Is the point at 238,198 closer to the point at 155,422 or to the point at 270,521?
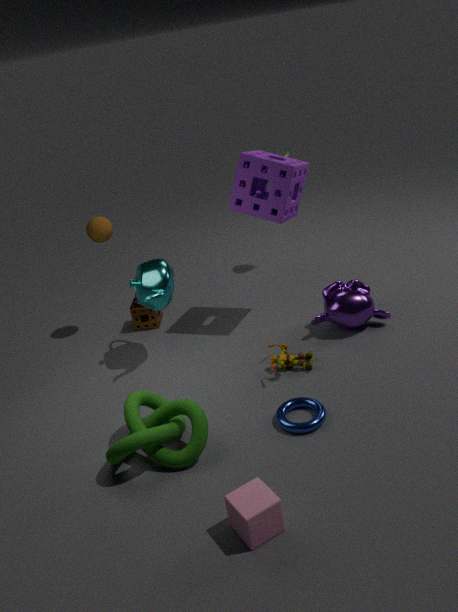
the point at 155,422
